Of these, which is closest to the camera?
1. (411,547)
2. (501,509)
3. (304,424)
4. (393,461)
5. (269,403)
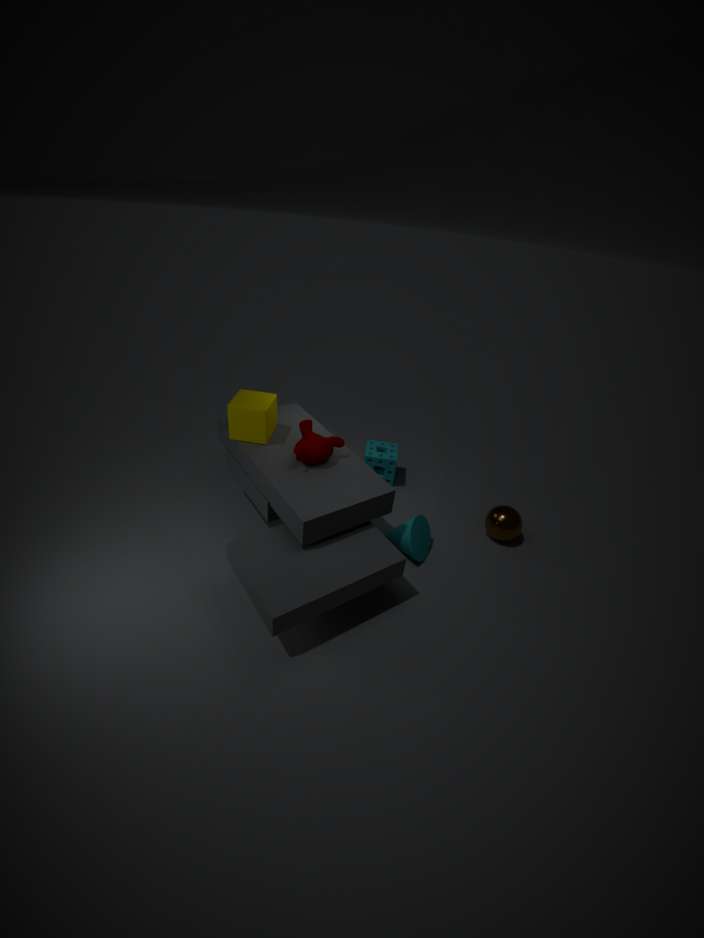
(304,424)
